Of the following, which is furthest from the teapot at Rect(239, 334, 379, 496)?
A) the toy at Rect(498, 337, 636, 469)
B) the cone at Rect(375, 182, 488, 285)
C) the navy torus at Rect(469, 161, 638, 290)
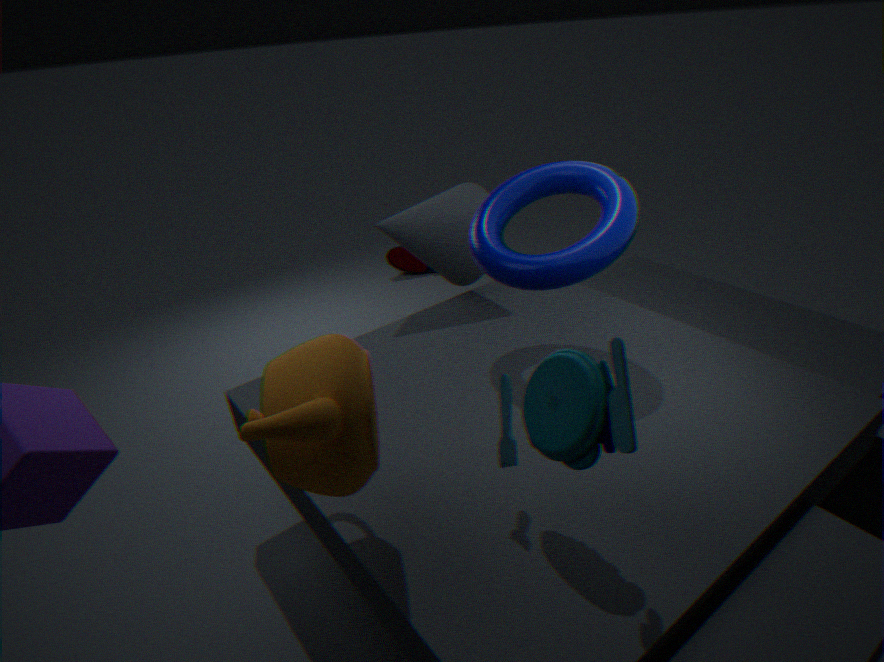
the cone at Rect(375, 182, 488, 285)
